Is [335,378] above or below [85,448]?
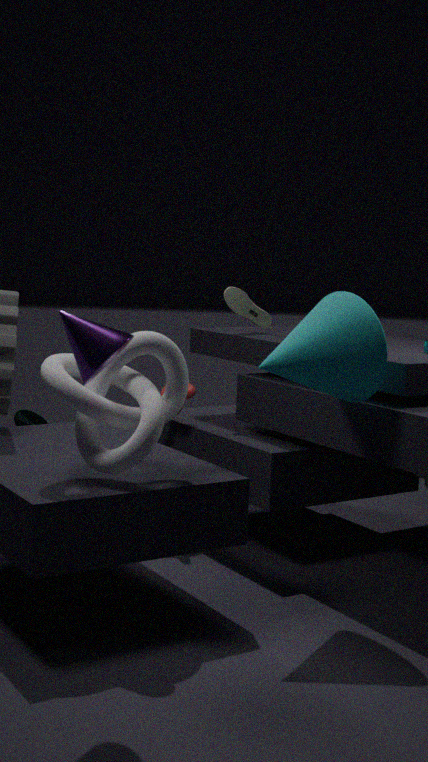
above
